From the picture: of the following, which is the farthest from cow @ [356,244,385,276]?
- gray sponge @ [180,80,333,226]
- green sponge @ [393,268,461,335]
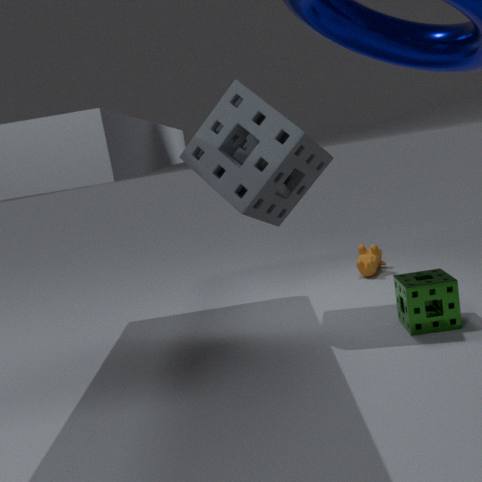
gray sponge @ [180,80,333,226]
